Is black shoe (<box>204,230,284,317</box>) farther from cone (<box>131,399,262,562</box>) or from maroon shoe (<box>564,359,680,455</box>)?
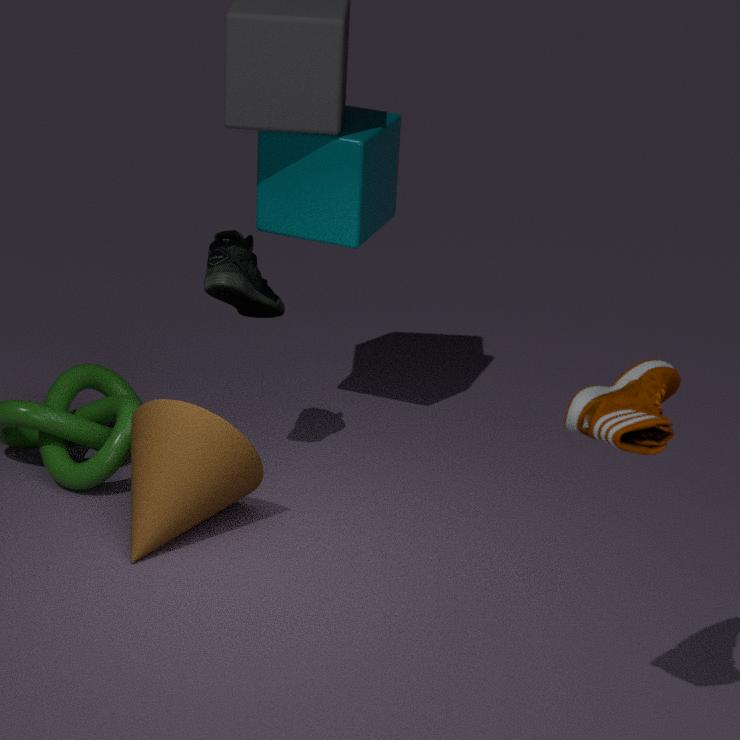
maroon shoe (<box>564,359,680,455</box>)
